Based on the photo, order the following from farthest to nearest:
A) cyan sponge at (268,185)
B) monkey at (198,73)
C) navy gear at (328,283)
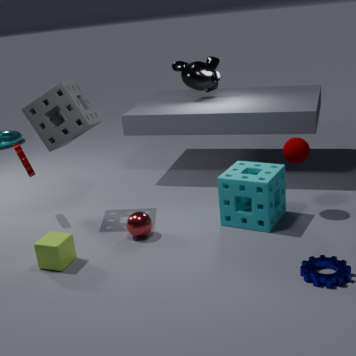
monkey at (198,73) < cyan sponge at (268,185) < navy gear at (328,283)
